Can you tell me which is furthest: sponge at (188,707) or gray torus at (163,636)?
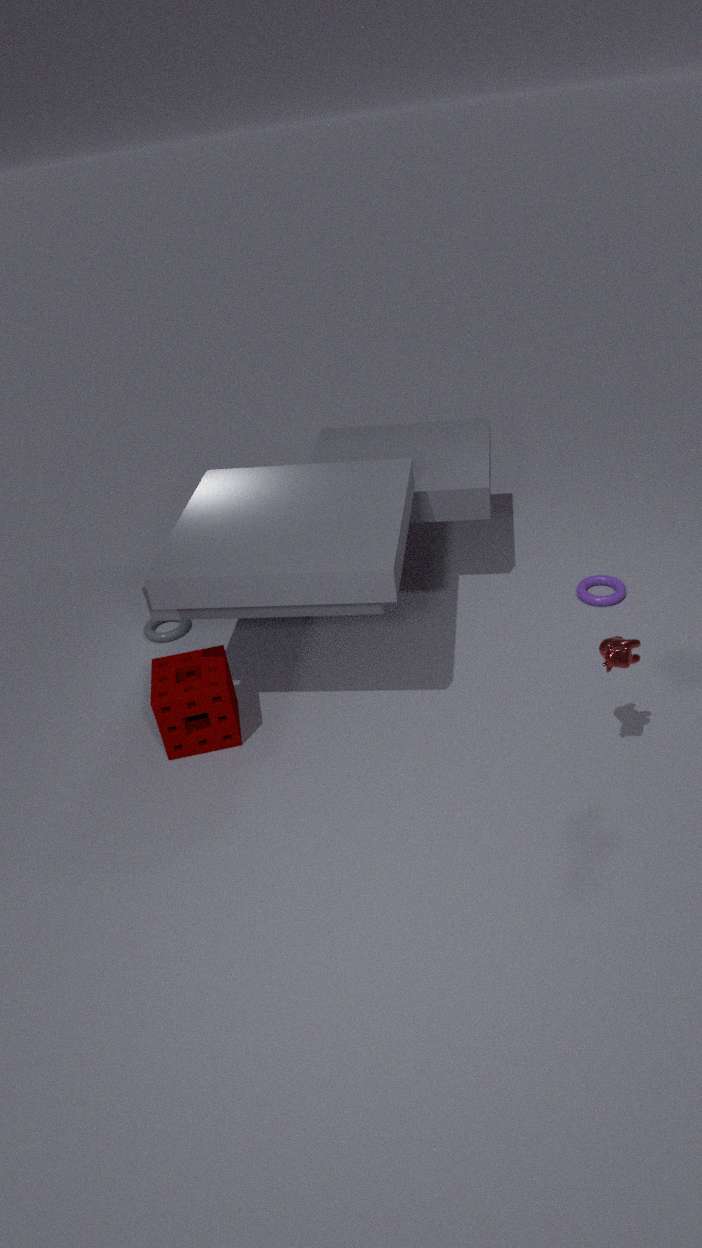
gray torus at (163,636)
